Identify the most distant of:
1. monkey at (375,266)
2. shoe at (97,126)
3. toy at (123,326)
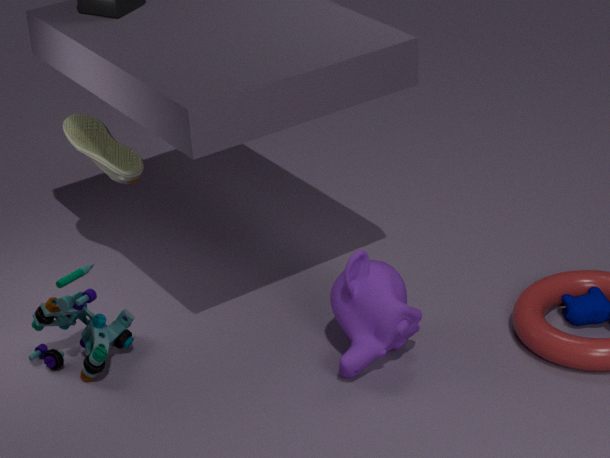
shoe at (97,126)
